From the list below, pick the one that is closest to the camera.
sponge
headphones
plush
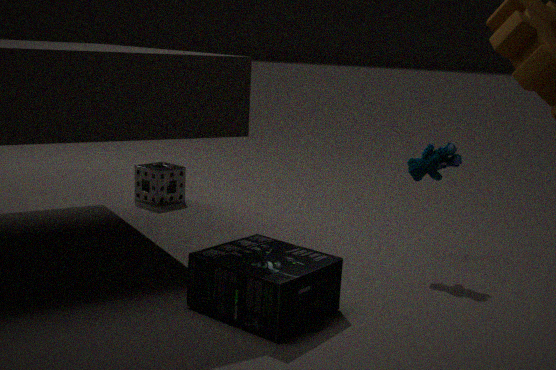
headphones
